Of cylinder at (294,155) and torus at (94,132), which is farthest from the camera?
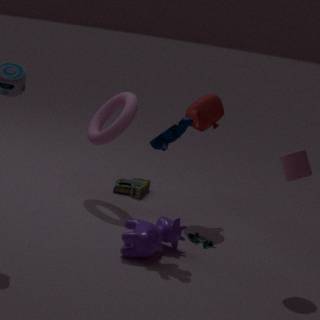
torus at (94,132)
